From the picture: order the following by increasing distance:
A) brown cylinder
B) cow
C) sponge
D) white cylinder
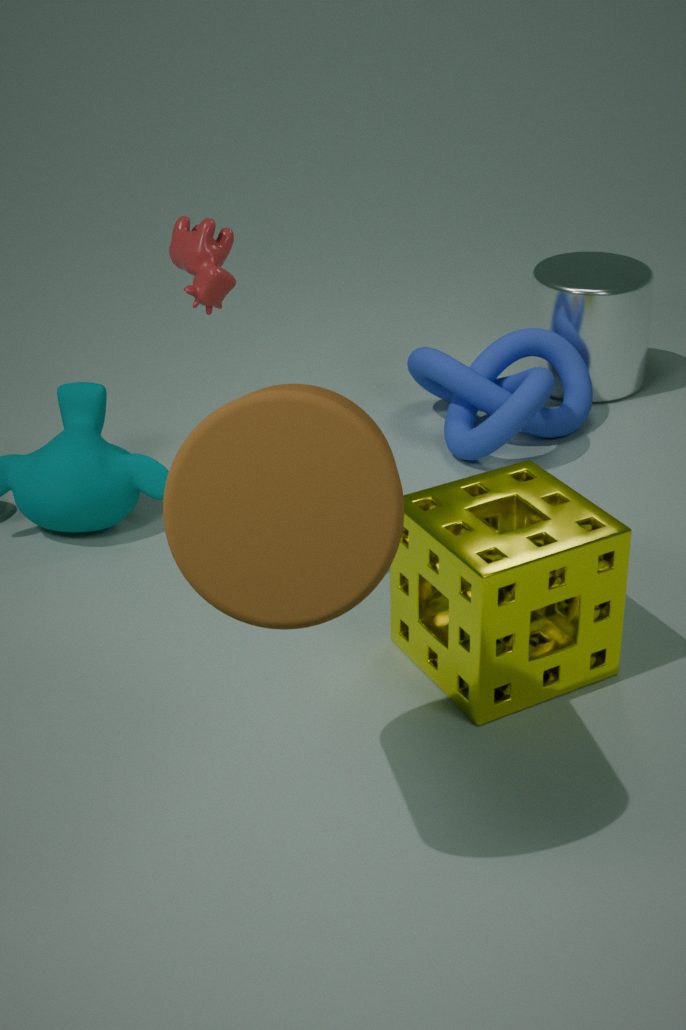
brown cylinder < sponge < cow < white cylinder
